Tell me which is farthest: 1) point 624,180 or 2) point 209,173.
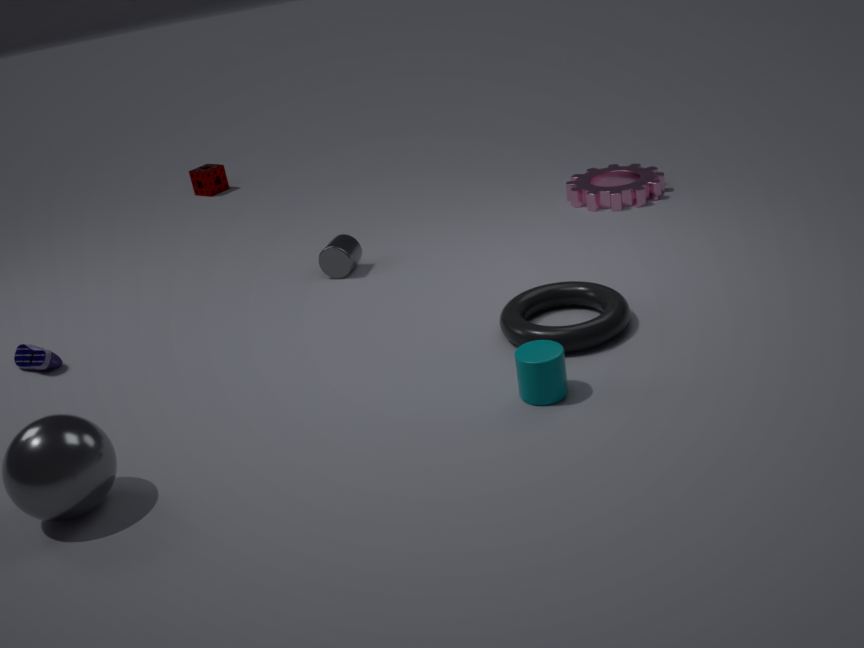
2. point 209,173
